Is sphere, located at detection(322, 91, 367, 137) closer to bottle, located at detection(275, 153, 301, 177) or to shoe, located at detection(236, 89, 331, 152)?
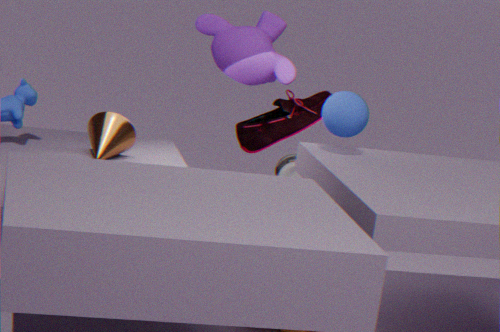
shoe, located at detection(236, 89, 331, 152)
